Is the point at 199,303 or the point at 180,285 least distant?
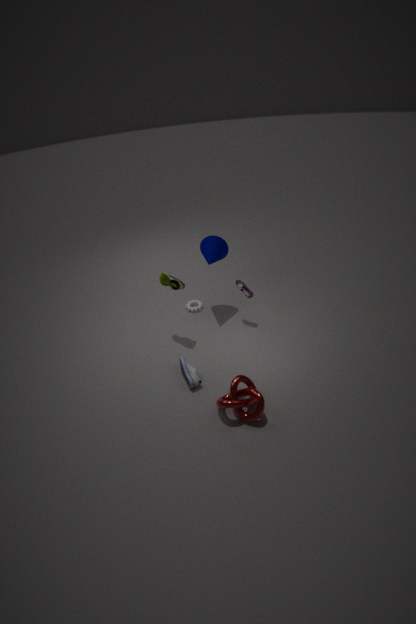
the point at 180,285
